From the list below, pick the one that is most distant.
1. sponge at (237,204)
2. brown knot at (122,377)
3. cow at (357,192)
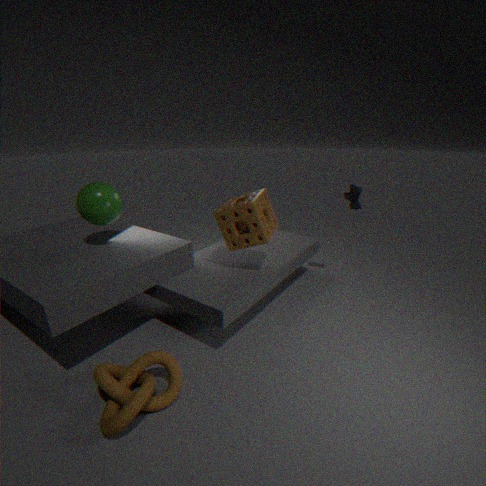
cow at (357,192)
